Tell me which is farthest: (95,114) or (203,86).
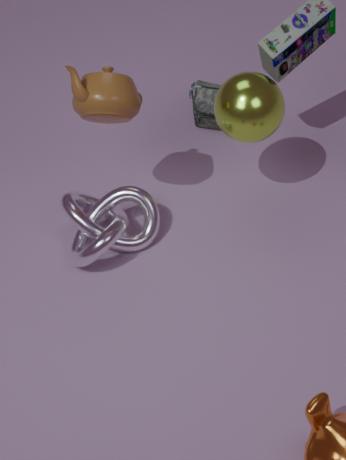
(203,86)
